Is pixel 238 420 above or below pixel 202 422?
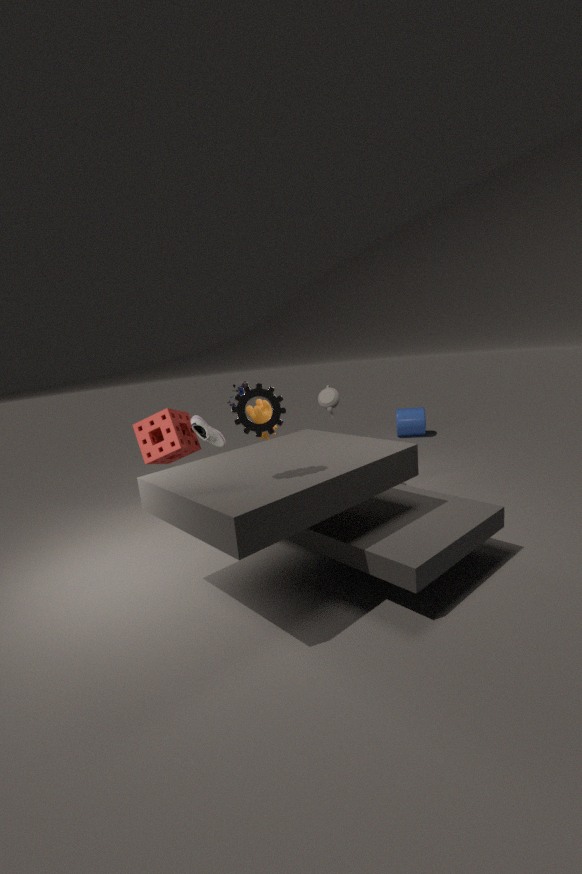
above
